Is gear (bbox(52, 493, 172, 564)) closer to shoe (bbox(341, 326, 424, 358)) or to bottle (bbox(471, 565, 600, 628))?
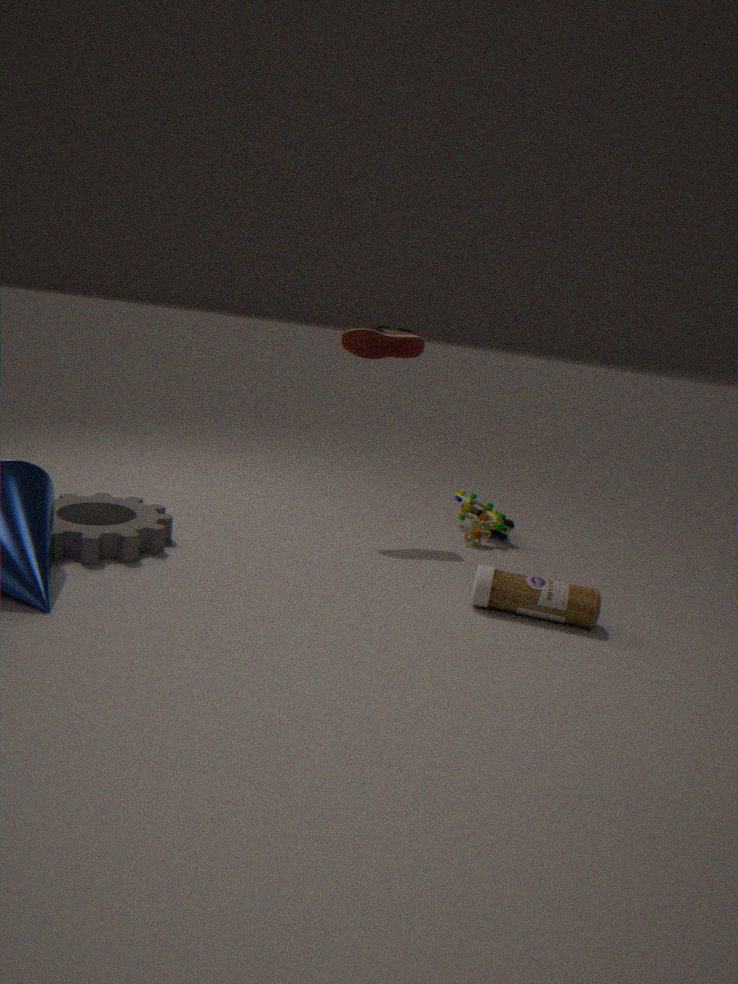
shoe (bbox(341, 326, 424, 358))
